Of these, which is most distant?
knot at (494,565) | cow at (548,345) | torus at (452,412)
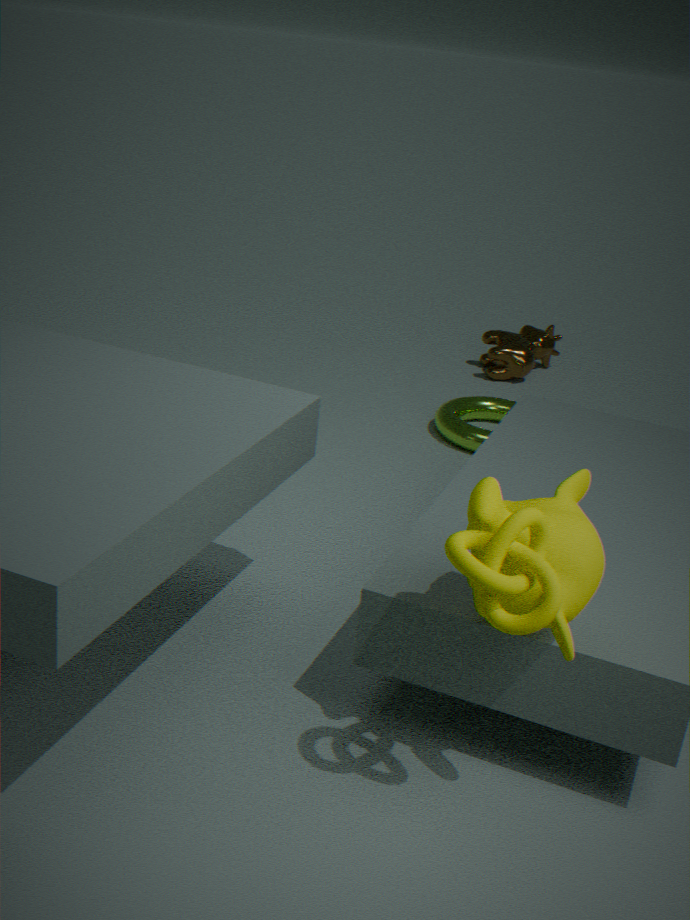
cow at (548,345)
